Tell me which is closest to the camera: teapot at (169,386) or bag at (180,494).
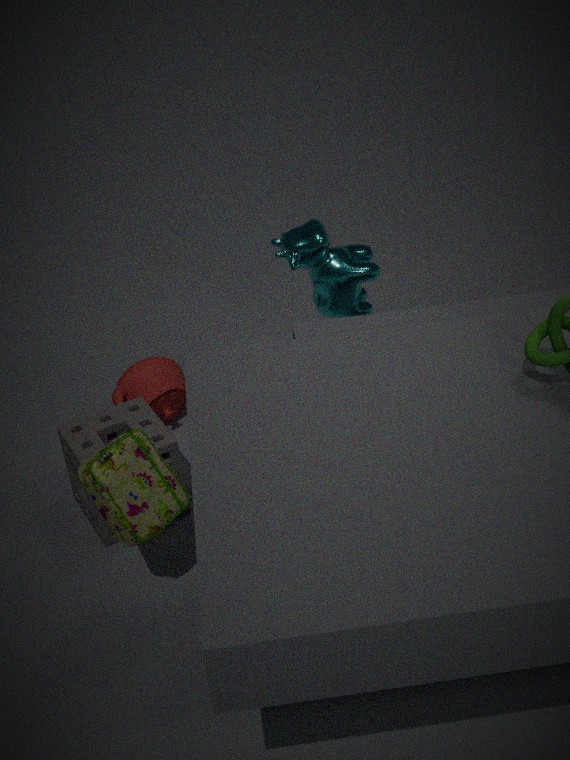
bag at (180,494)
